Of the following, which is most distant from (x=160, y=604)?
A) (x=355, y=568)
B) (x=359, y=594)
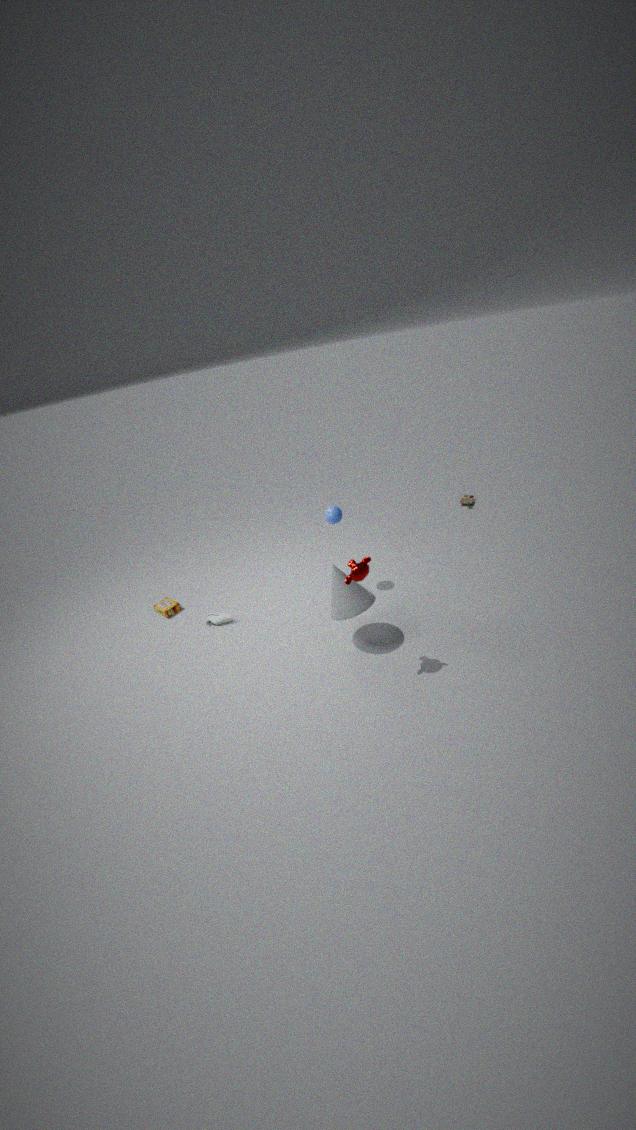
(x=355, y=568)
